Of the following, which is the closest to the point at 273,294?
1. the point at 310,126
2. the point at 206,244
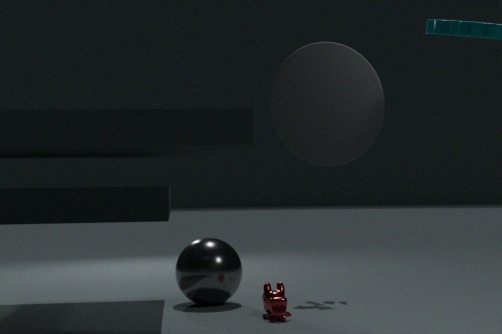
the point at 206,244
